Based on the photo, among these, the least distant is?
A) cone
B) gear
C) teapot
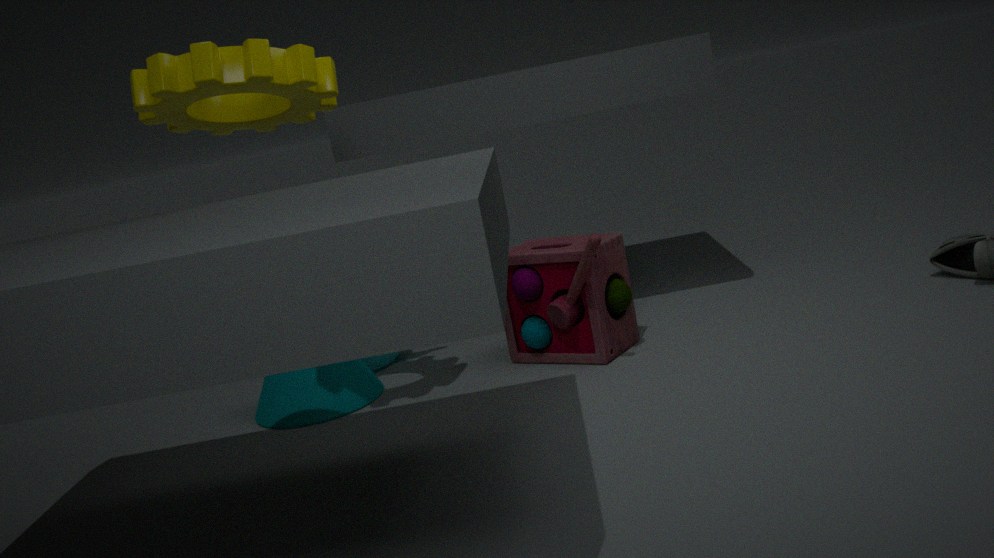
gear
